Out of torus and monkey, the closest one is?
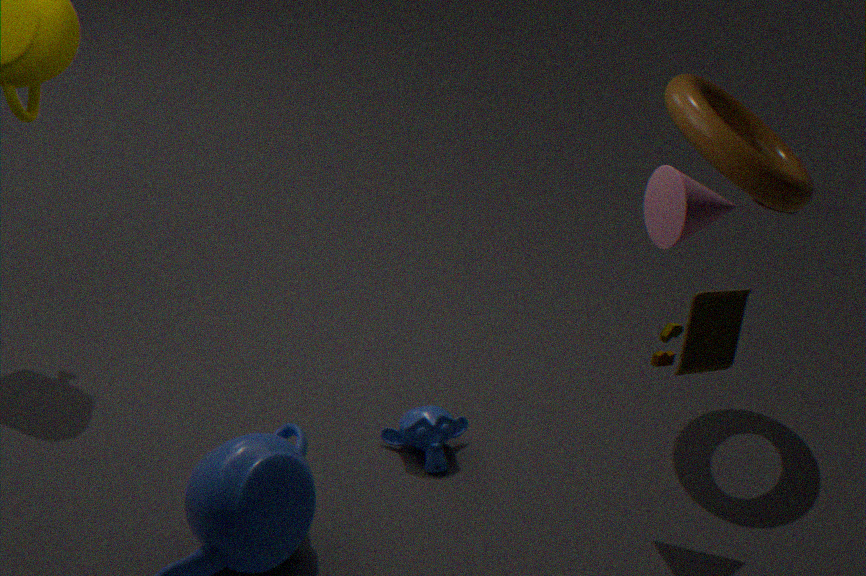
torus
